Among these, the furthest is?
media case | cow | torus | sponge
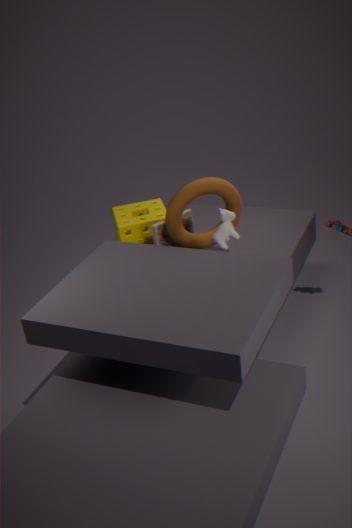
sponge
